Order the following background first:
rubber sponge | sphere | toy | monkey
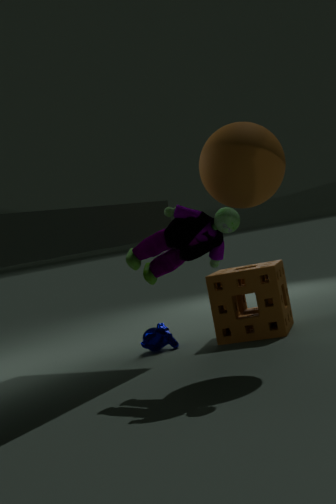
monkey
rubber sponge
sphere
toy
